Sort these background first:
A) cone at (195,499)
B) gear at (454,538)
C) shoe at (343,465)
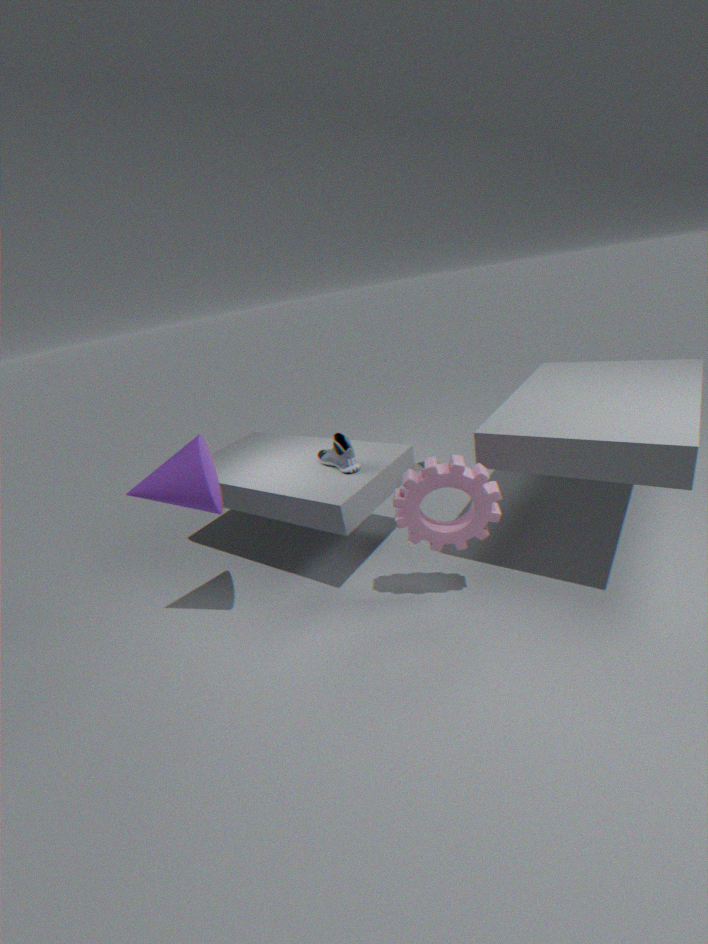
1. shoe at (343,465)
2. gear at (454,538)
3. cone at (195,499)
